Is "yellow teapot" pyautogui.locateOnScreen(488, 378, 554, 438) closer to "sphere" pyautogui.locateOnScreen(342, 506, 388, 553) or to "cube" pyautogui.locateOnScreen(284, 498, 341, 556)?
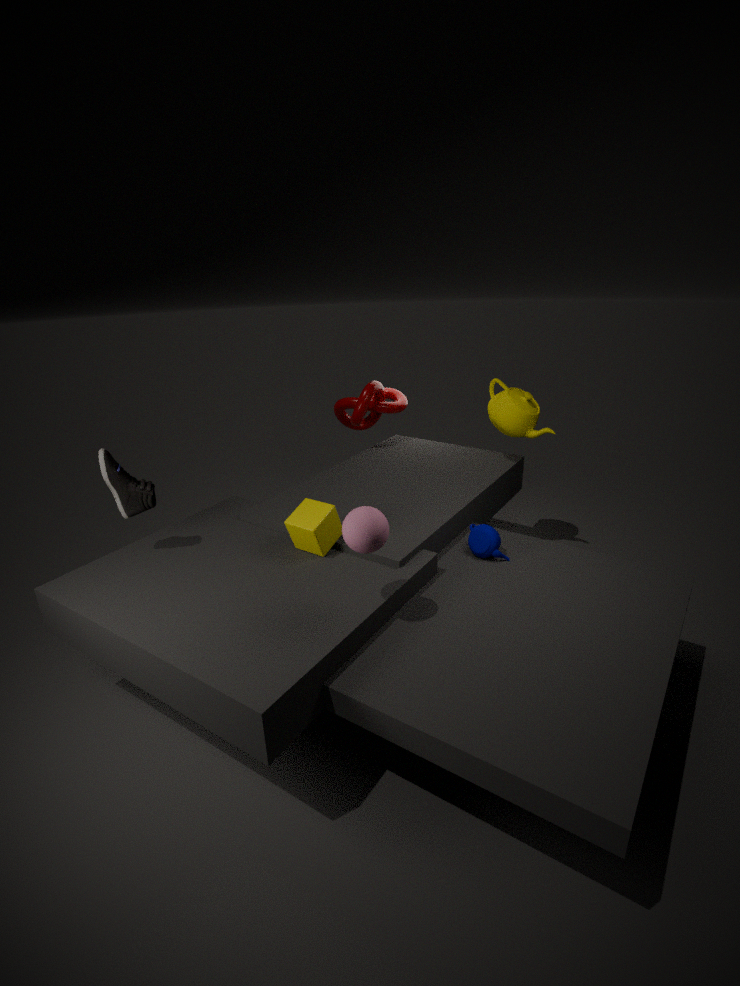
"cube" pyautogui.locateOnScreen(284, 498, 341, 556)
